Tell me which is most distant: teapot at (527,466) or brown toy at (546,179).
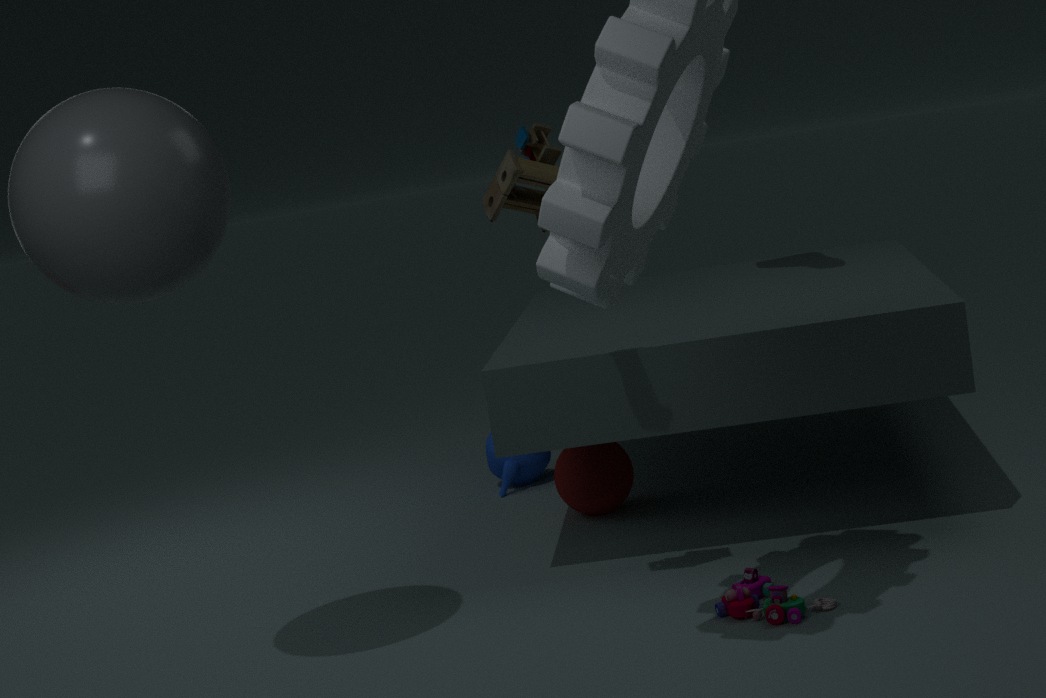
teapot at (527,466)
